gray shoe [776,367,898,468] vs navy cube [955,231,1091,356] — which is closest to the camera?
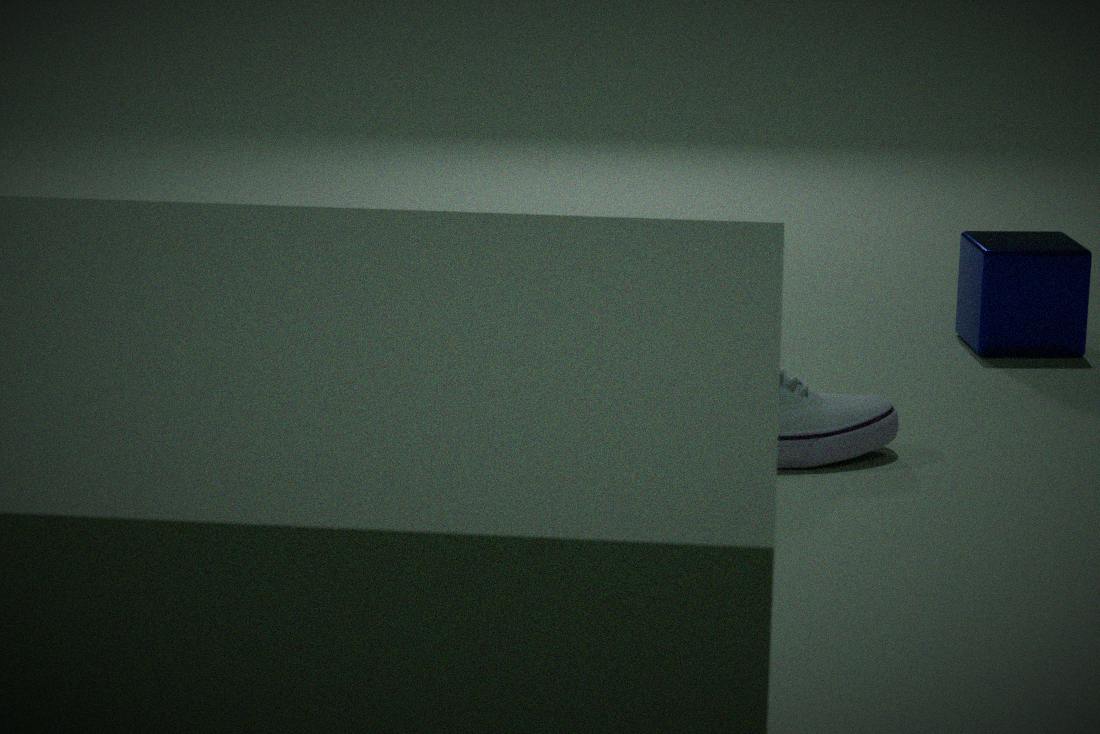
gray shoe [776,367,898,468]
